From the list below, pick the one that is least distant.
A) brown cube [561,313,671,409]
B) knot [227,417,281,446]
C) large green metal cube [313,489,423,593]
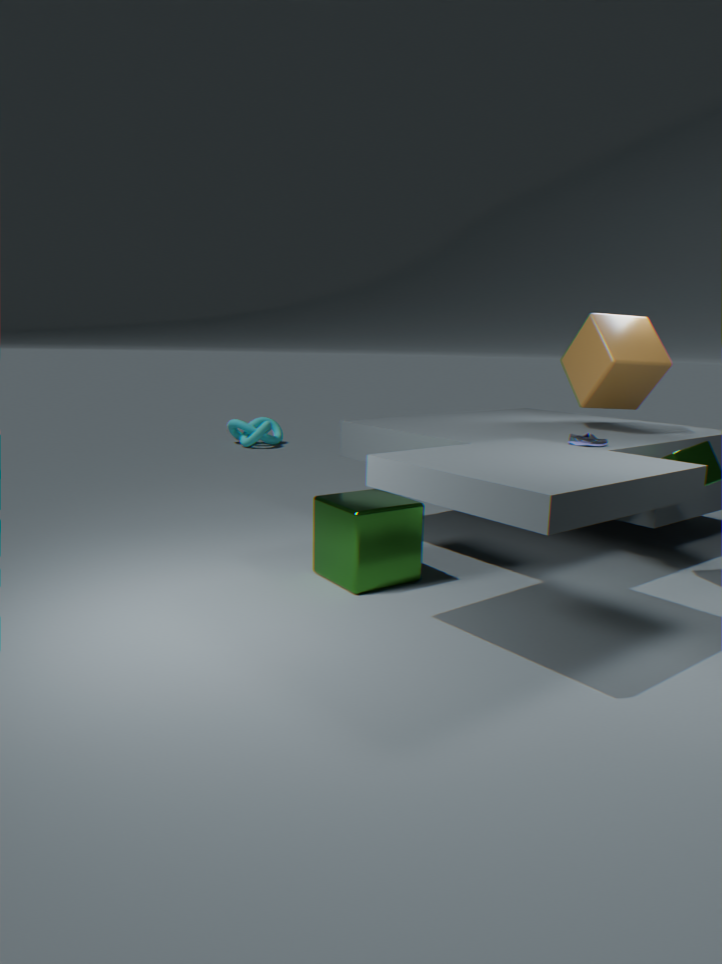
large green metal cube [313,489,423,593]
